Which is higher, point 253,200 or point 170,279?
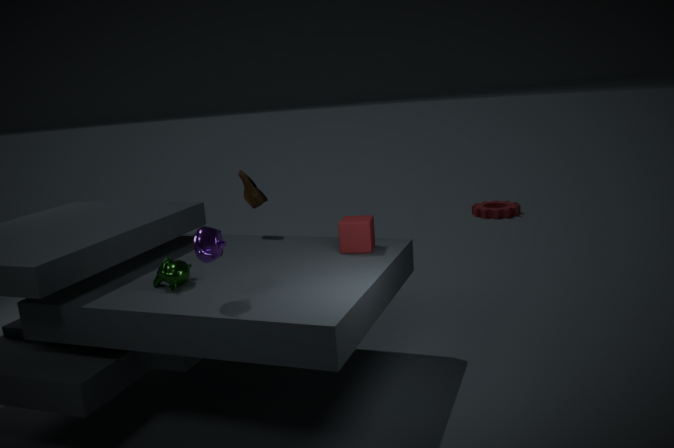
point 253,200
